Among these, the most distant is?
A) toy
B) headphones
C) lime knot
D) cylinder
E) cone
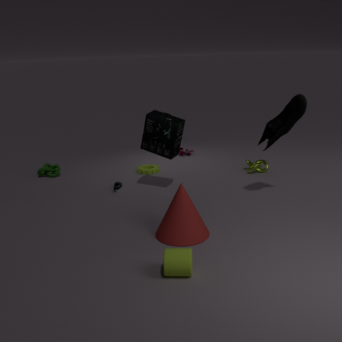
toy
